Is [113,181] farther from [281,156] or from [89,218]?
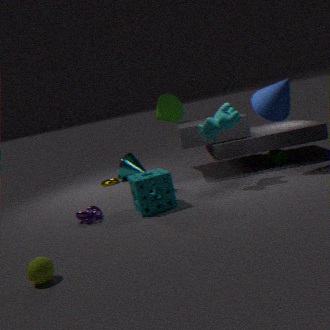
[281,156]
